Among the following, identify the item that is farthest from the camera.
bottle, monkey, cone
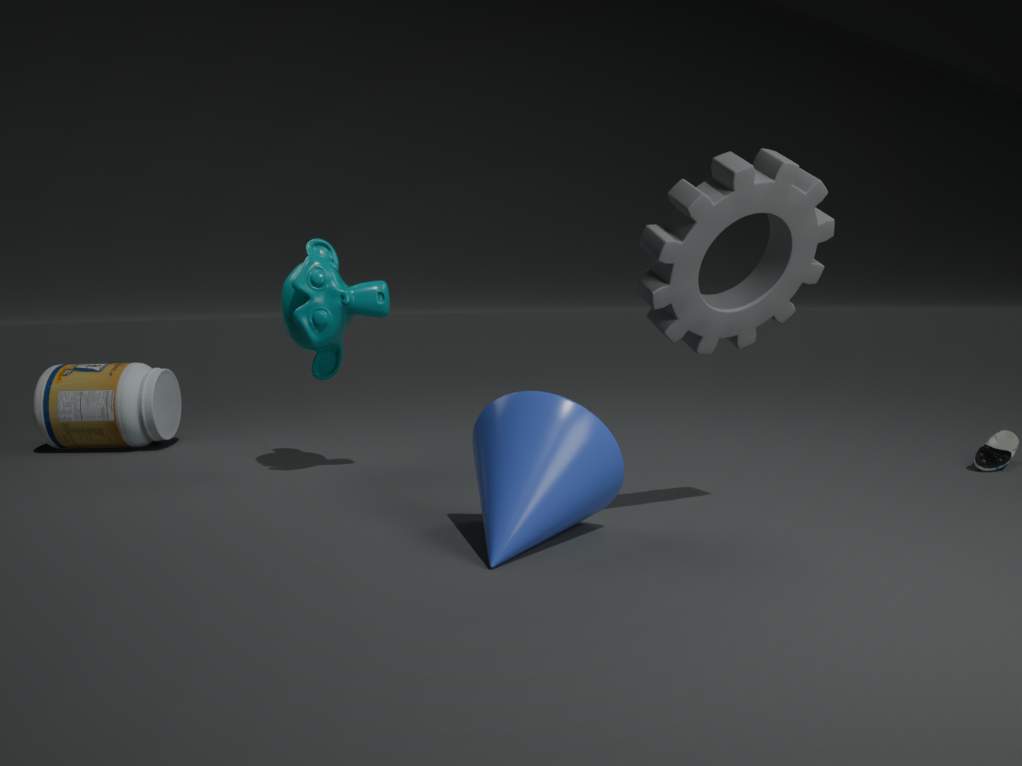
bottle
